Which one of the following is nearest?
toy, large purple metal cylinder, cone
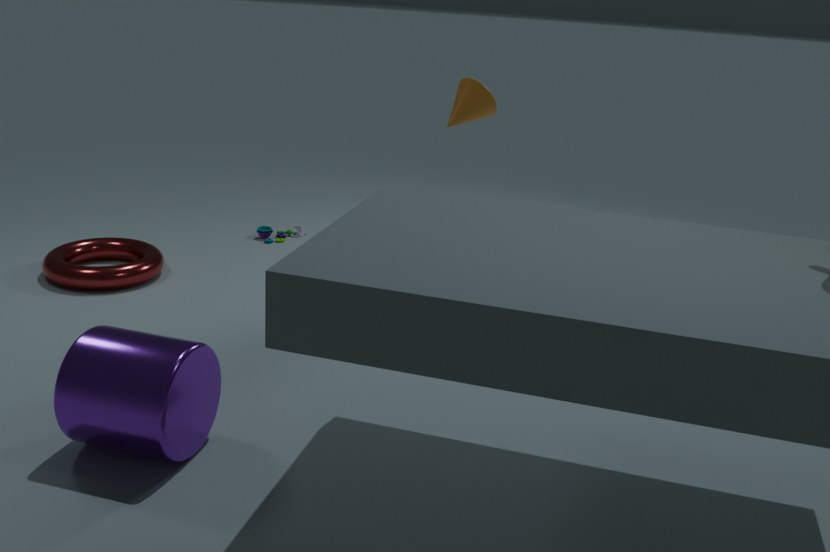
large purple metal cylinder
